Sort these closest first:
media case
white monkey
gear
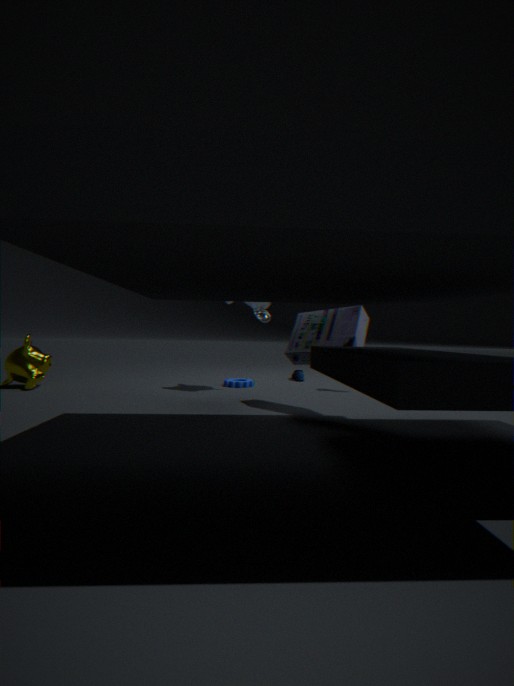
media case < white monkey < gear
